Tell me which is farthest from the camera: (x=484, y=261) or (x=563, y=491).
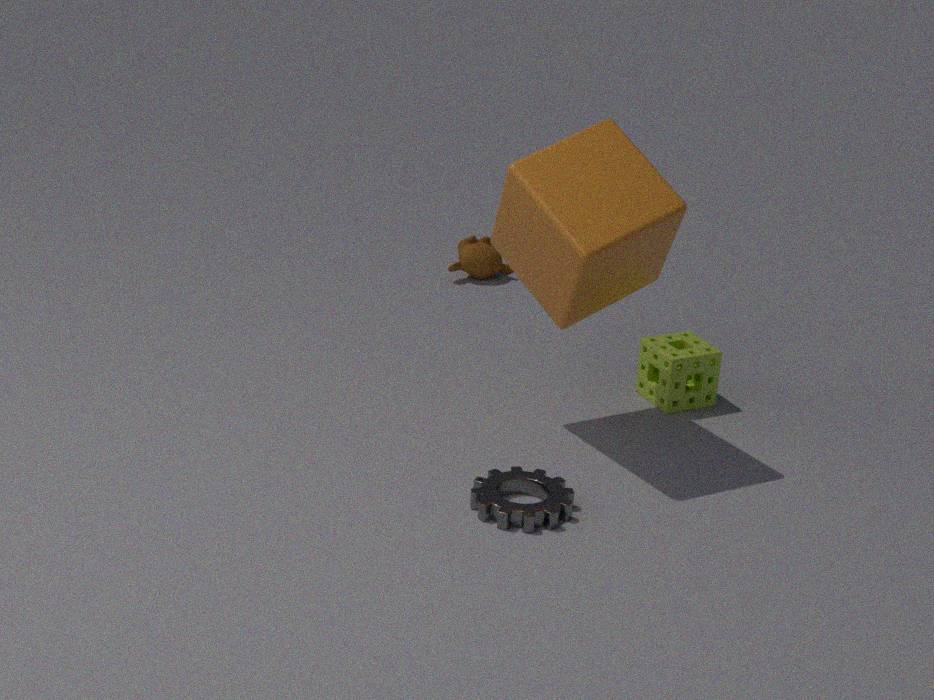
(x=484, y=261)
